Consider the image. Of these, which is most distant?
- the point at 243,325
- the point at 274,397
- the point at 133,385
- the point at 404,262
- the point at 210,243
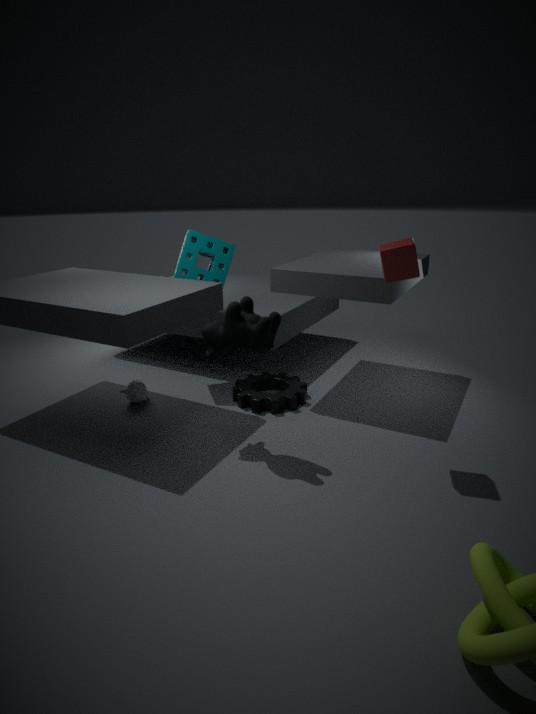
the point at 210,243
